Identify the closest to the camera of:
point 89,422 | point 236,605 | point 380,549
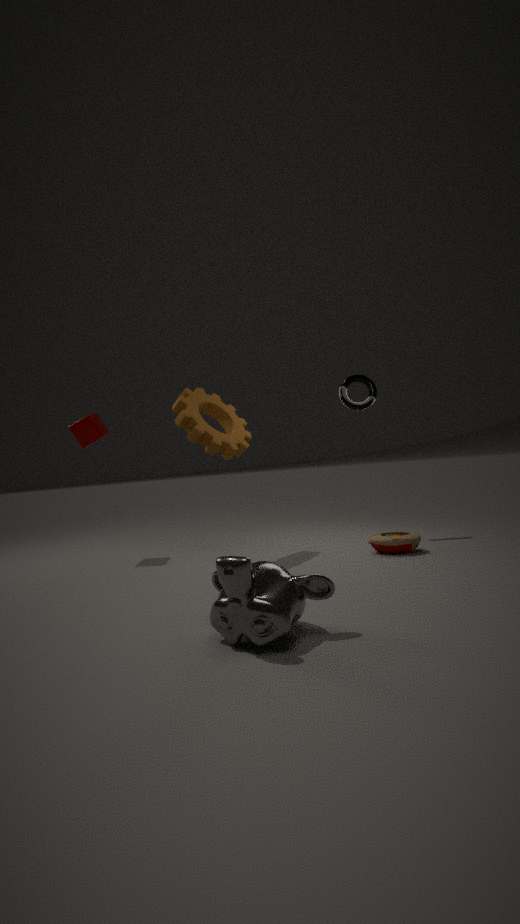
point 236,605
